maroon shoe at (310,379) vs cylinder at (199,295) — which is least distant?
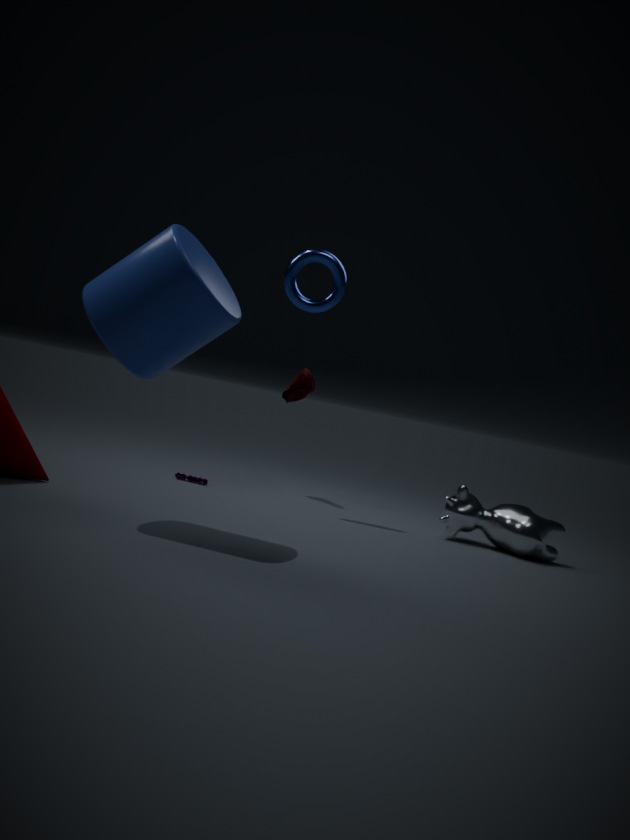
cylinder at (199,295)
